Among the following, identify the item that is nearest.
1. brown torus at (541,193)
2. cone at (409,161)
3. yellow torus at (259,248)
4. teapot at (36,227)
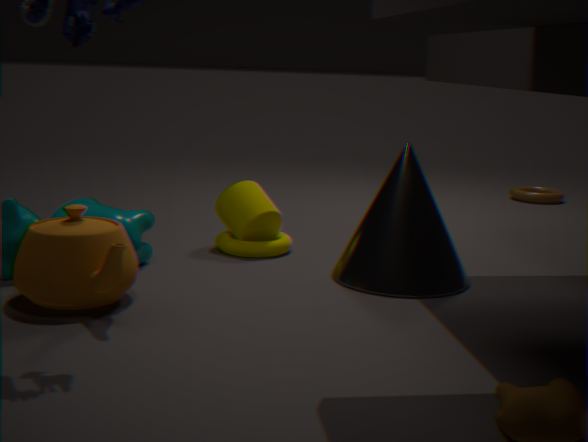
teapot at (36,227)
